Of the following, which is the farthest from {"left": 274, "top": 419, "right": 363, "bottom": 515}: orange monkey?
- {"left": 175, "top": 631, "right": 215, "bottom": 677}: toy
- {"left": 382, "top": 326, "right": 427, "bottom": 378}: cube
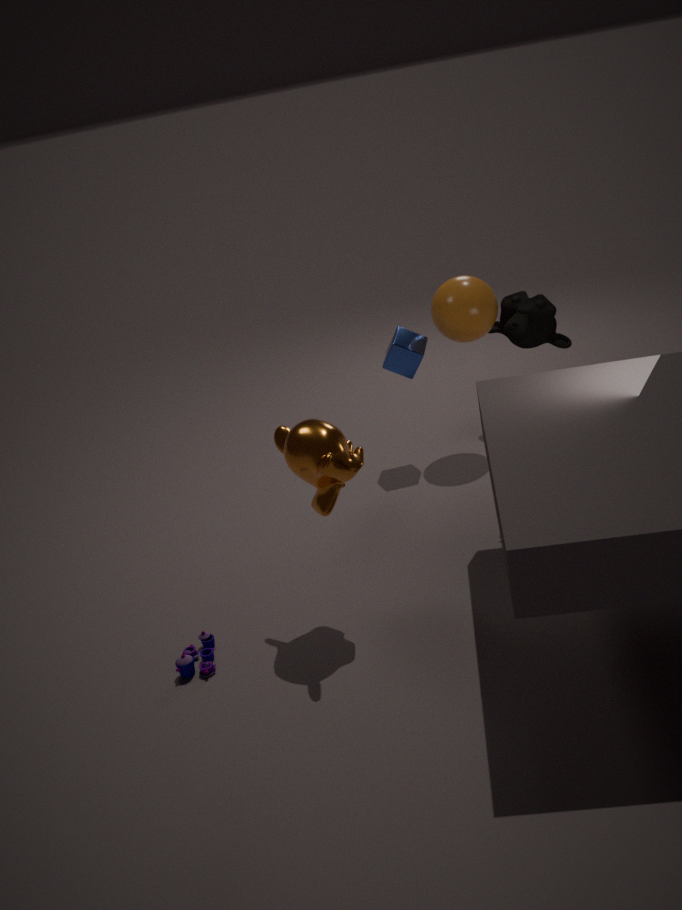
{"left": 382, "top": 326, "right": 427, "bottom": 378}: cube
